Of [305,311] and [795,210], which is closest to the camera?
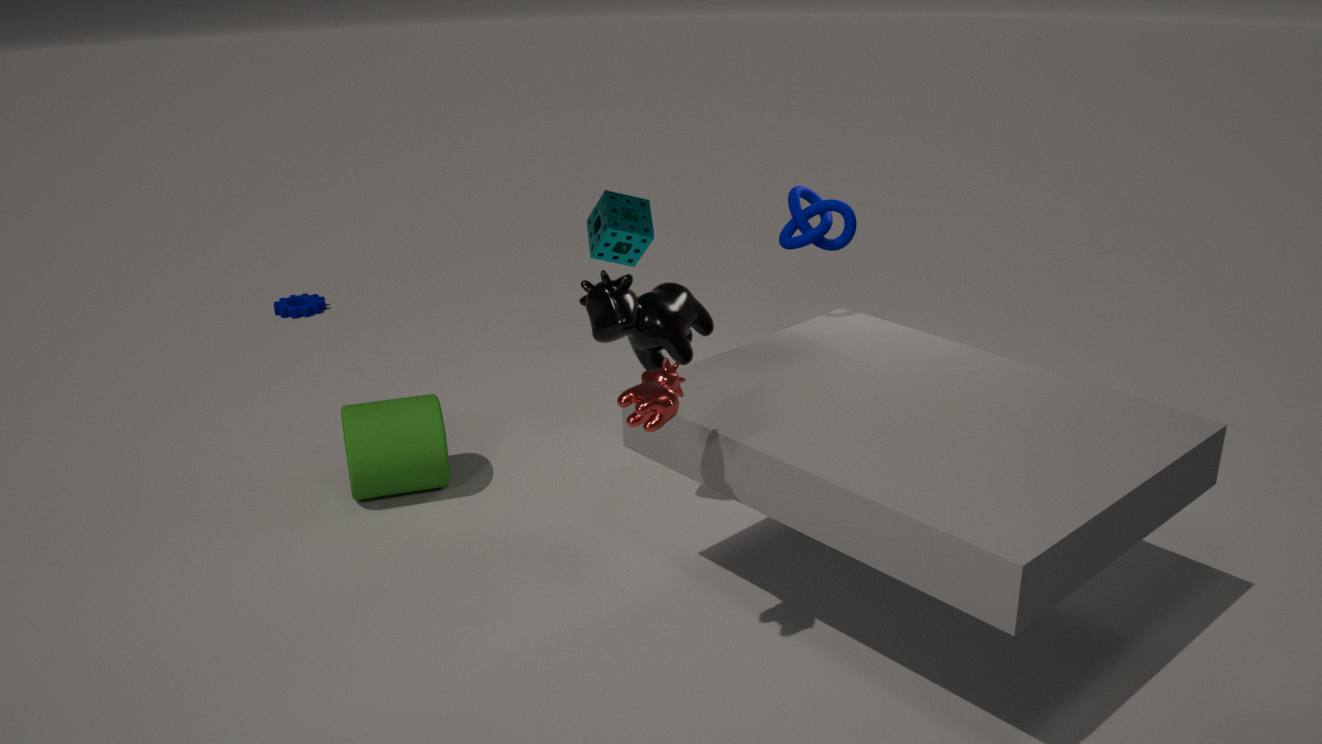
[795,210]
